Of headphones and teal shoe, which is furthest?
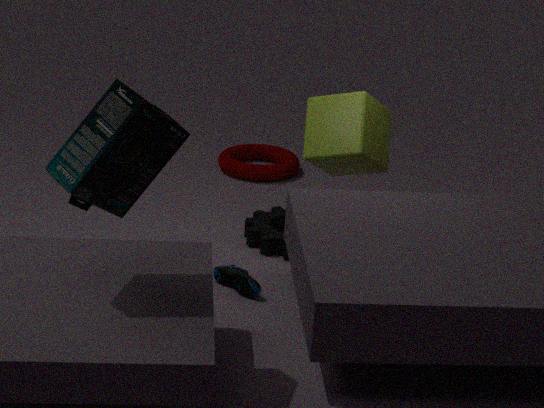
teal shoe
